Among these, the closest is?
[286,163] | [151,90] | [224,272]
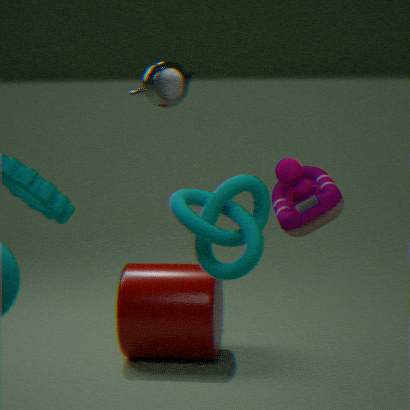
[224,272]
